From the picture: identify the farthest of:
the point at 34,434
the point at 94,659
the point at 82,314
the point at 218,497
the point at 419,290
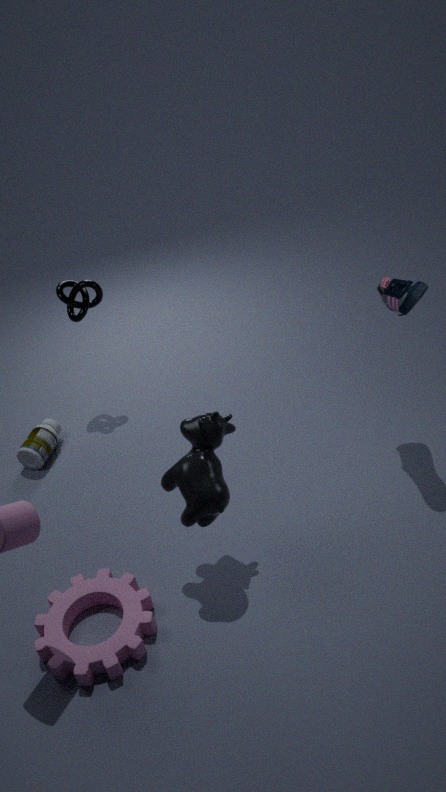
the point at 34,434
